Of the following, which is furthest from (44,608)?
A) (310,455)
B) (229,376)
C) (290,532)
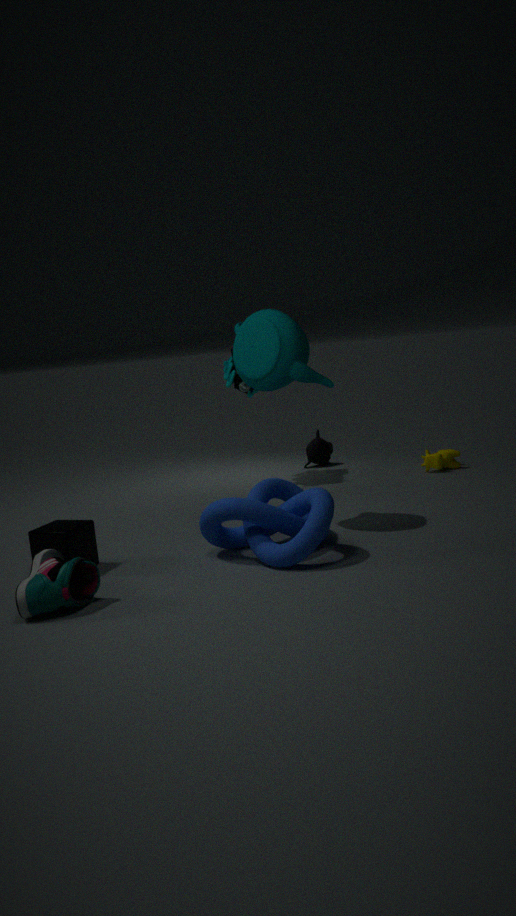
(310,455)
